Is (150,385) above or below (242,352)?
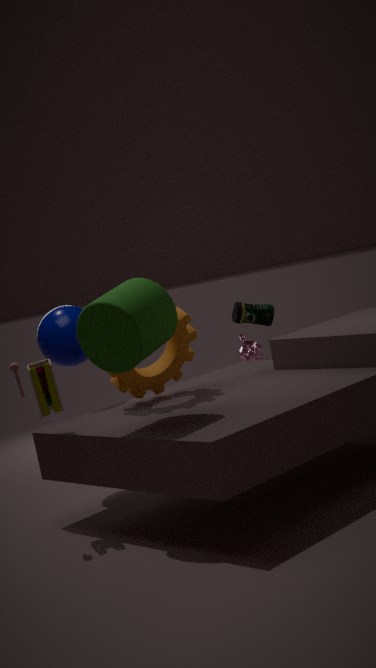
above
